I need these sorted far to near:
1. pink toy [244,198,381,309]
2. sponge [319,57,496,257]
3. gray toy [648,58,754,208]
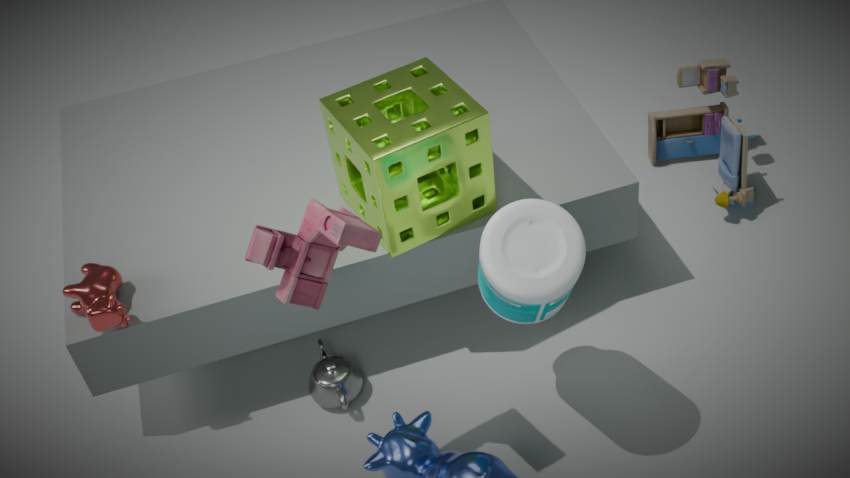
gray toy [648,58,754,208]
sponge [319,57,496,257]
pink toy [244,198,381,309]
